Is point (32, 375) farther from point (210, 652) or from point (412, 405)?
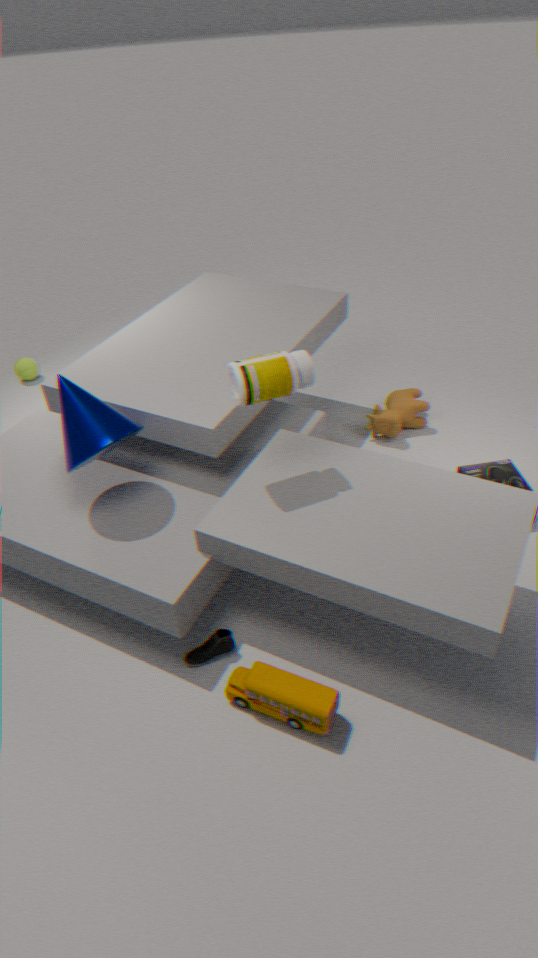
point (210, 652)
